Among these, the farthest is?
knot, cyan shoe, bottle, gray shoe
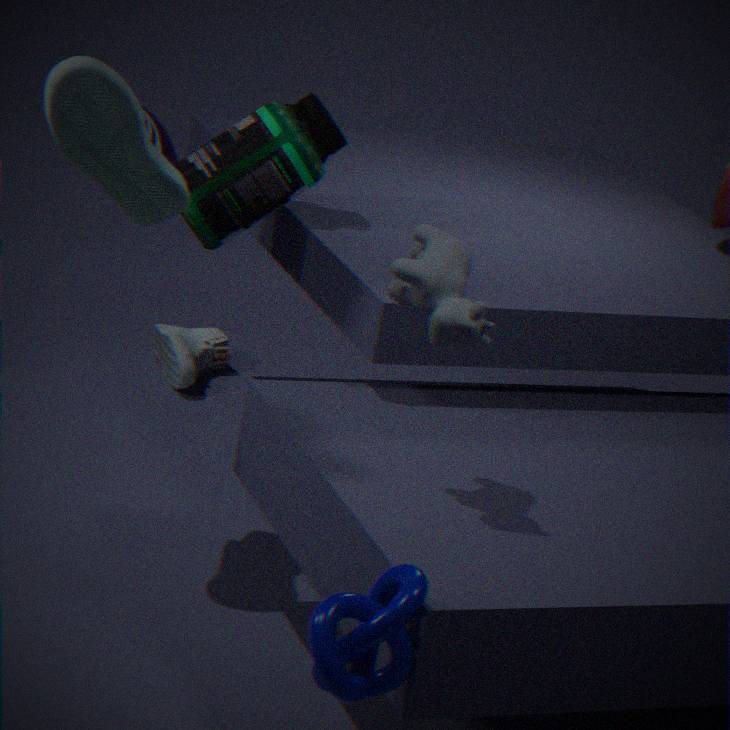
gray shoe
